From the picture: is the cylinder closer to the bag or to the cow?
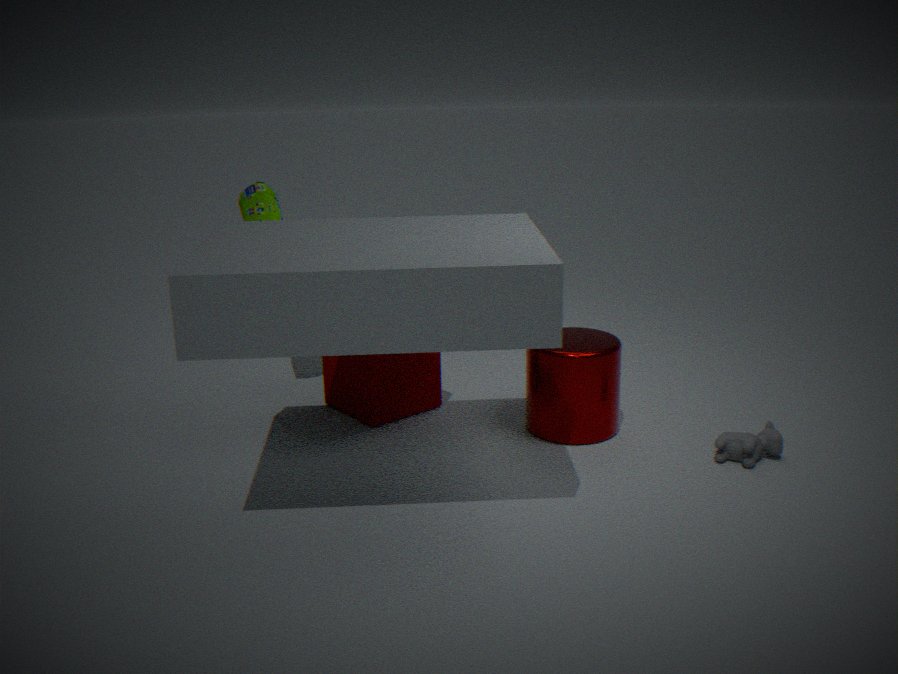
the cow
